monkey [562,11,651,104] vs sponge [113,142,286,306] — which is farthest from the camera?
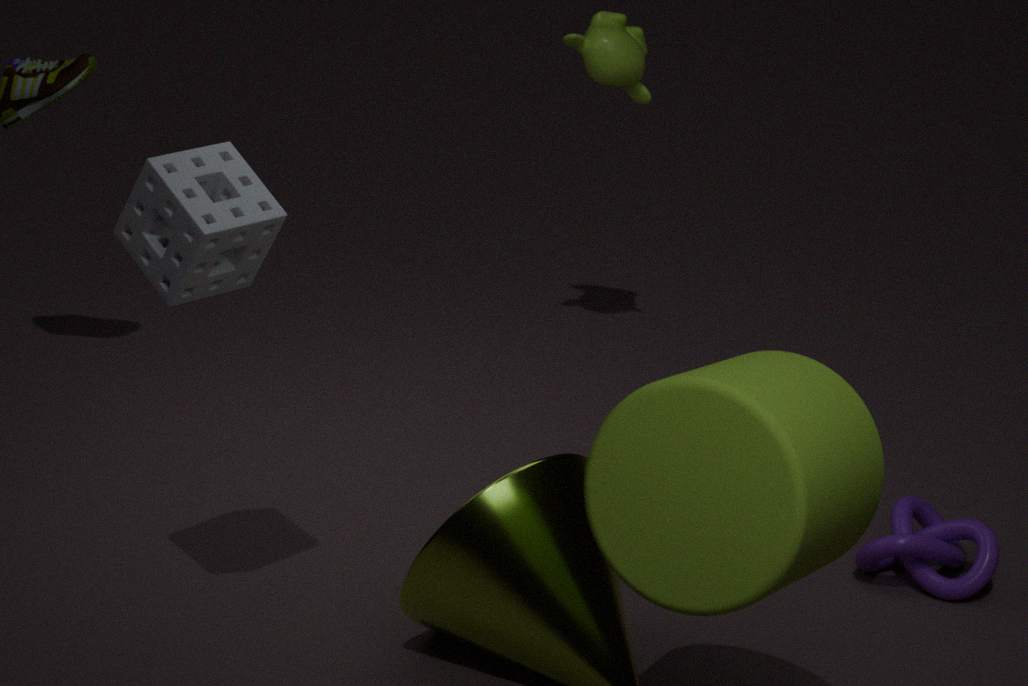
monkey [562,11,651,104]
